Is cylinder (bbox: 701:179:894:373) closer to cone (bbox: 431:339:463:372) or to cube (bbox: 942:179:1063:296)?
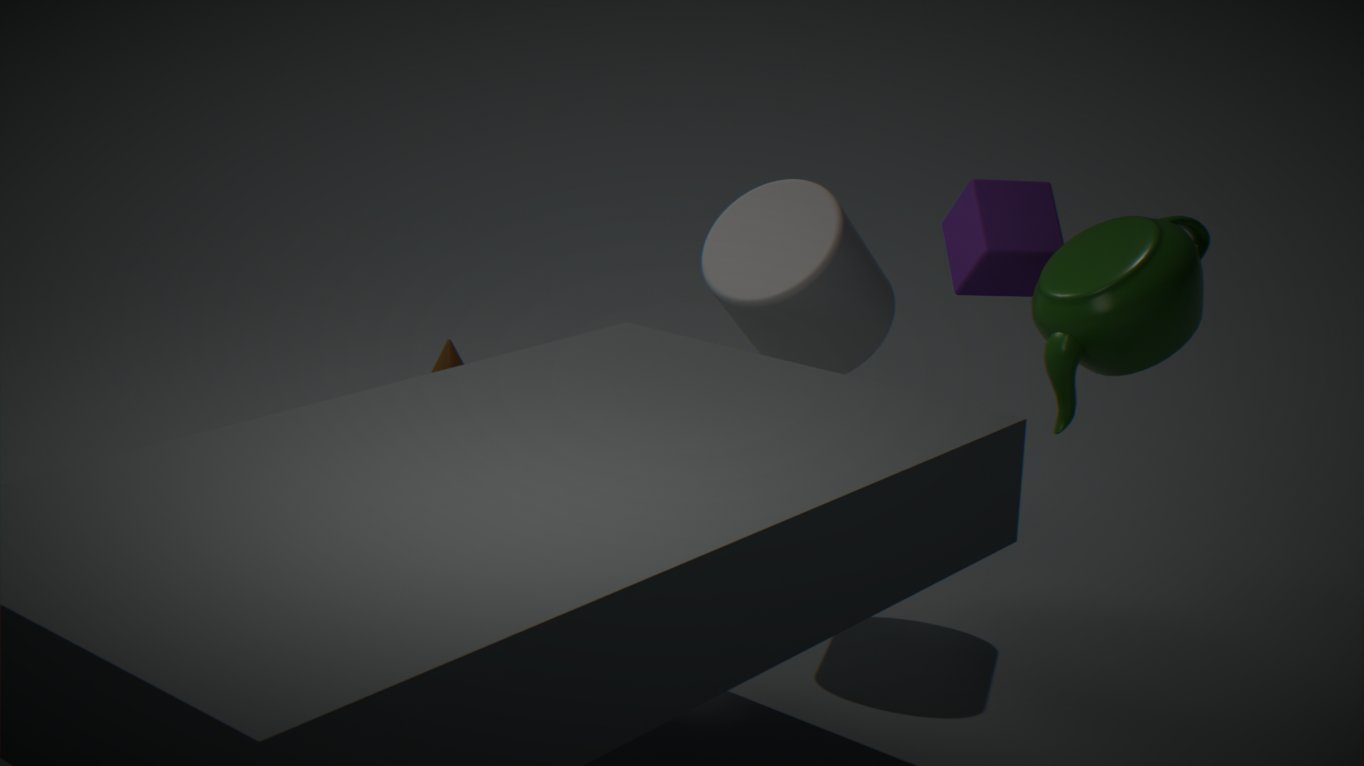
cube (bbox: 942:179:1063:296)
